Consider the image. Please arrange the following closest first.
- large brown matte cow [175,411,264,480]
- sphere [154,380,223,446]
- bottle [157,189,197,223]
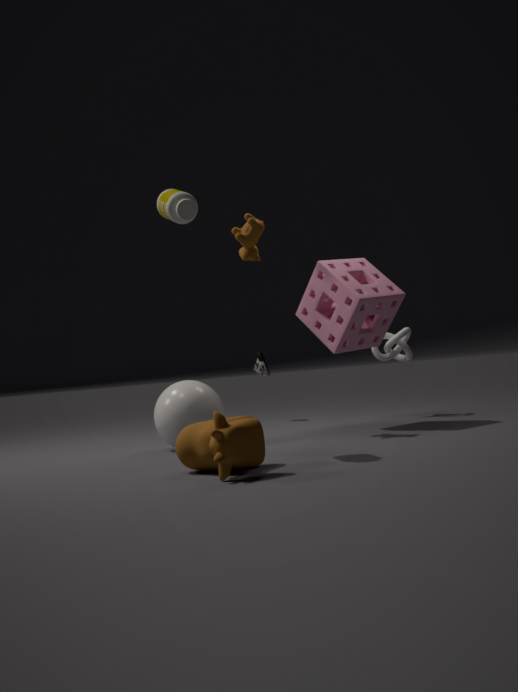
1. large brown matte cow [175,411,264,480]
2. bottle [157,189,197,223]
3. sphere [154,380,223,446]
